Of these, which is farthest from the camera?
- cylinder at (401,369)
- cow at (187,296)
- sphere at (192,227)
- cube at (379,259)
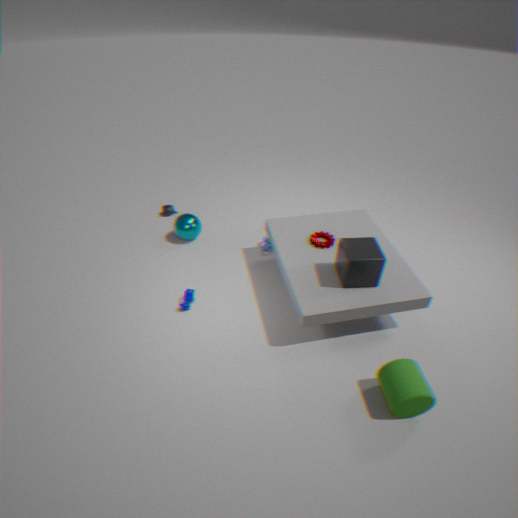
sphere at (192,227)
